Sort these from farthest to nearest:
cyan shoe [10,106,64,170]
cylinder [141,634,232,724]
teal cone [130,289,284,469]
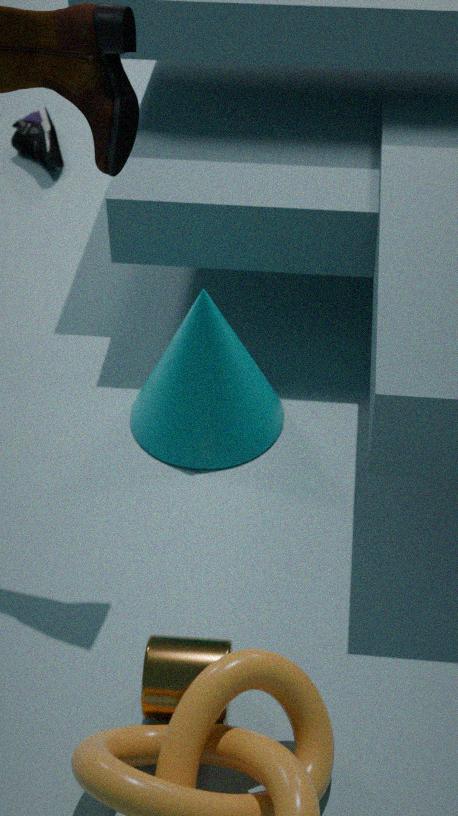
1. cyan shoe [10,106,64,170]
2. teal cone [130,289,284,469]
3. cylinder [141,634,232,724]
